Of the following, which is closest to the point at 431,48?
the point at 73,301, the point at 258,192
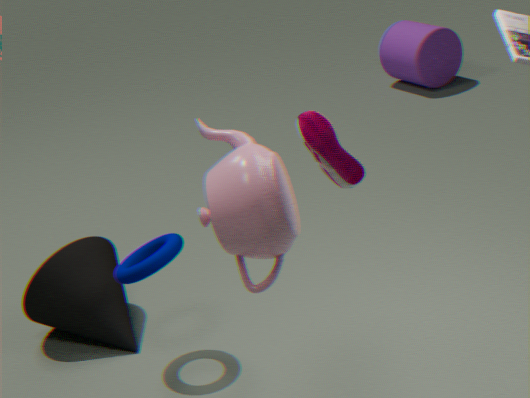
the point at 73,301
